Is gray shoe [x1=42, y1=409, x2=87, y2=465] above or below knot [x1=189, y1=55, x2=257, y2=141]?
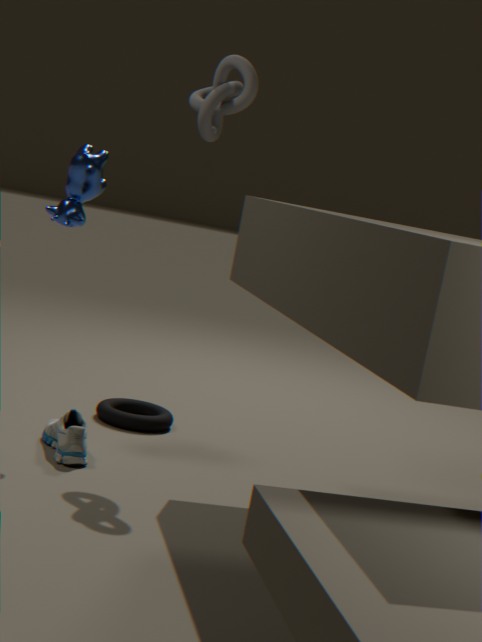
below
